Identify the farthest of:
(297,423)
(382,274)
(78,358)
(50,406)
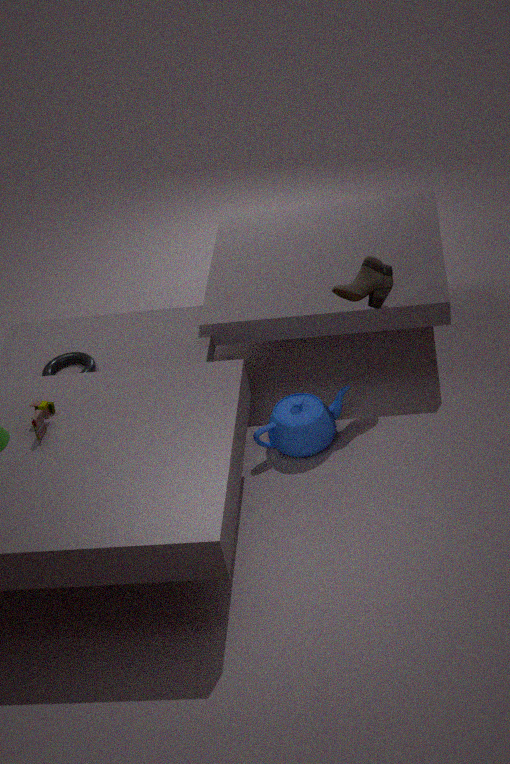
(78,358)
